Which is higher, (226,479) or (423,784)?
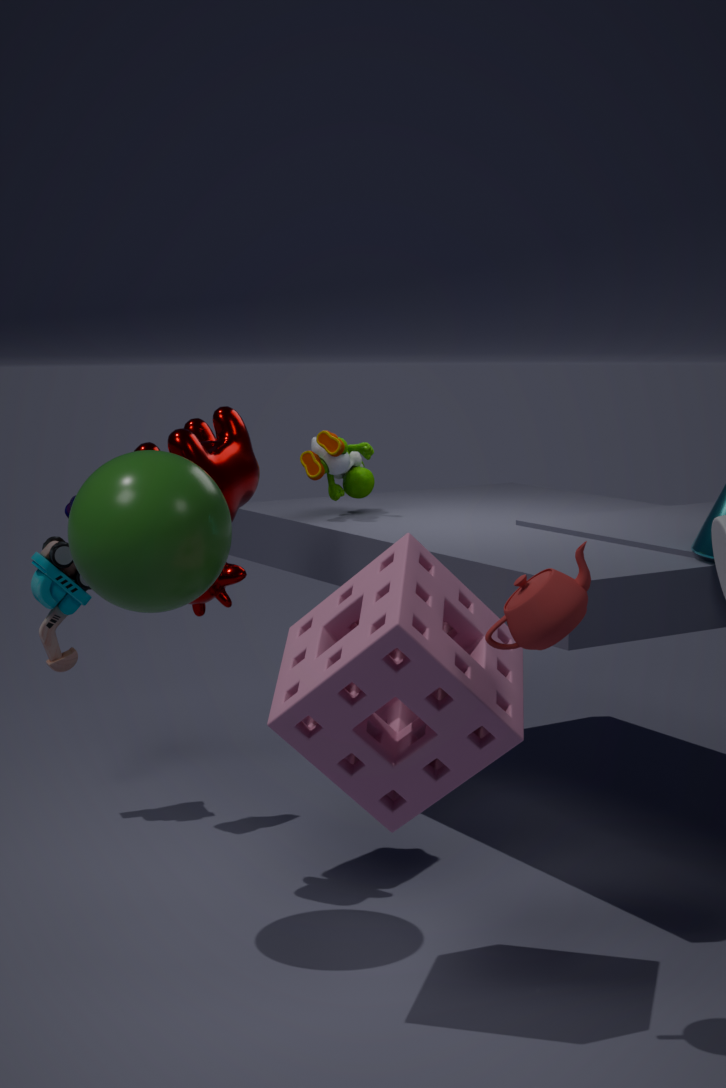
(226,479)
